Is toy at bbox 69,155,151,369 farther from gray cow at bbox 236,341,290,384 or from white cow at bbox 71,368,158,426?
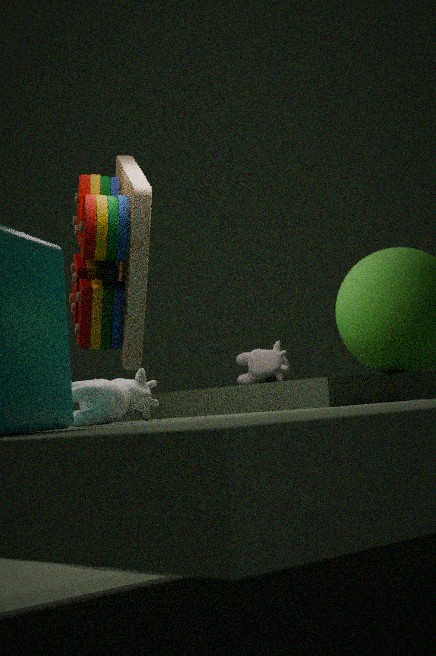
gray cow at bbox 236,341,290,384
